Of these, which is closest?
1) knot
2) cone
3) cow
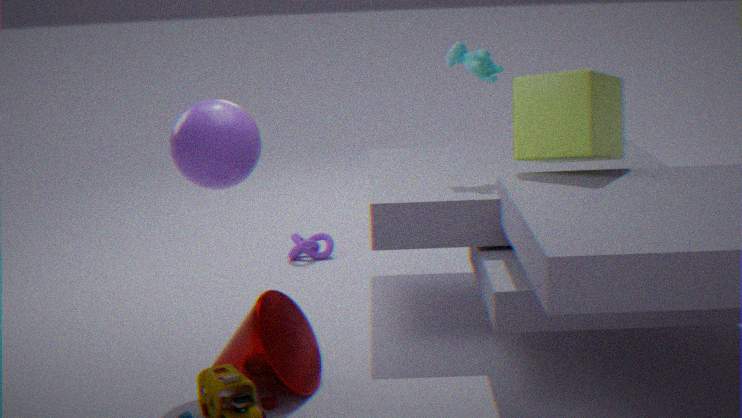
A: 2. cone
